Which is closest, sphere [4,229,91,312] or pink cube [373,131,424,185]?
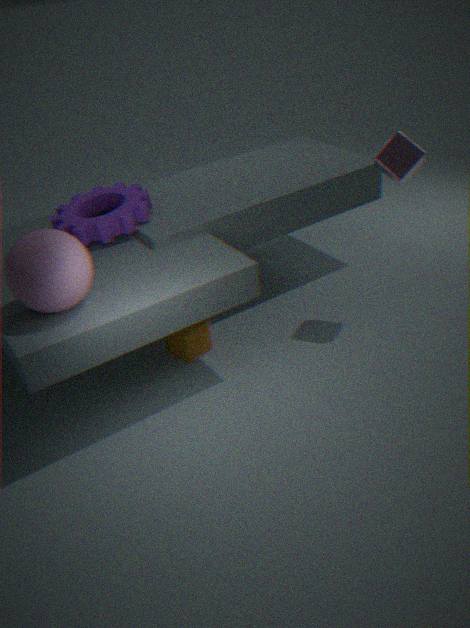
sphere [4,229,91,312]
